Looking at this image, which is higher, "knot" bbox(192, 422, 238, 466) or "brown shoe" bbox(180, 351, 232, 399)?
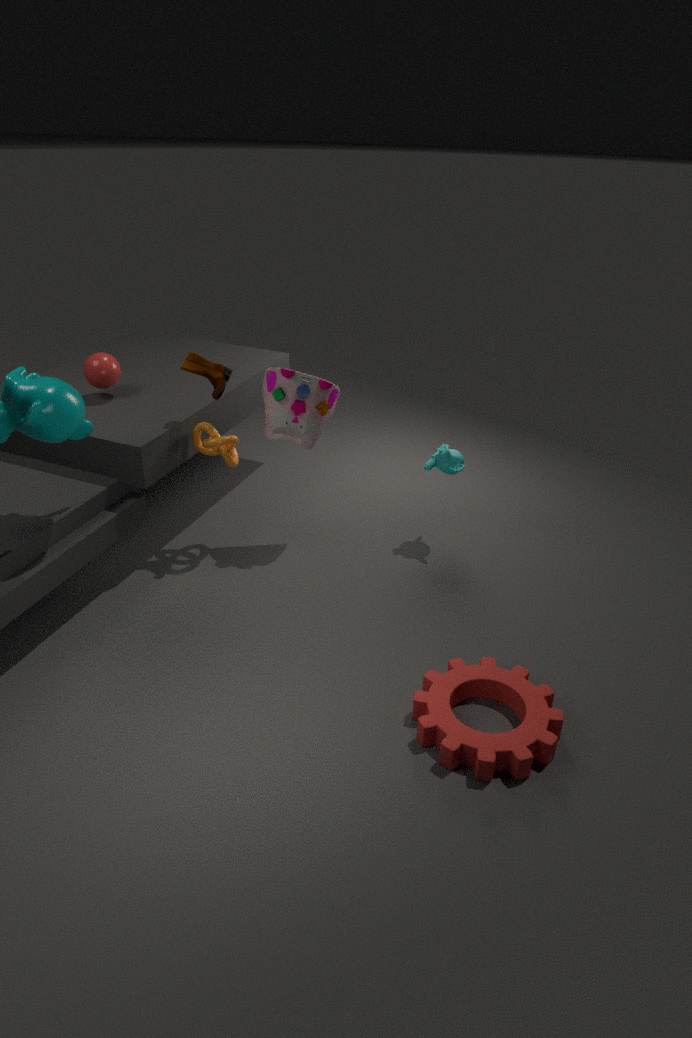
"brown shoe" bbox(180, 351, 232, 399)
